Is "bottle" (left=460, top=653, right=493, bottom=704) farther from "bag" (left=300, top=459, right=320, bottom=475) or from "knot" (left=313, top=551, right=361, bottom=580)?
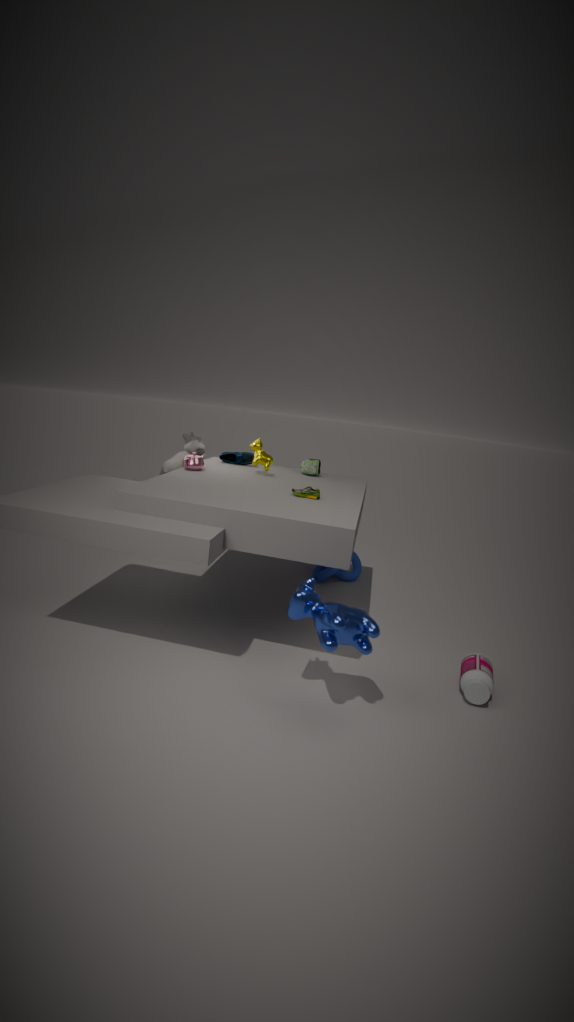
"bag" (left=300, top=459, right=320, bottom=475)
